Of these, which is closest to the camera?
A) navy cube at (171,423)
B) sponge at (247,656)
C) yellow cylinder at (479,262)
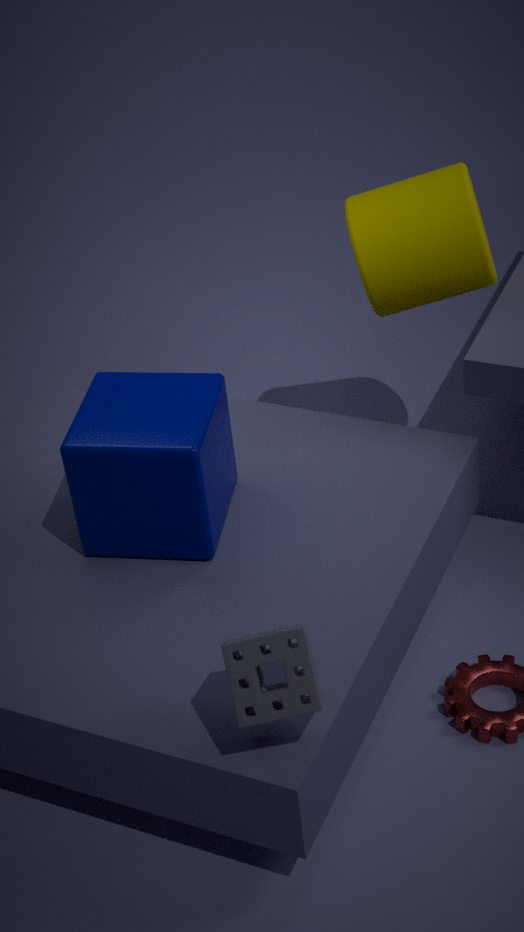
sponge at (247,656)
